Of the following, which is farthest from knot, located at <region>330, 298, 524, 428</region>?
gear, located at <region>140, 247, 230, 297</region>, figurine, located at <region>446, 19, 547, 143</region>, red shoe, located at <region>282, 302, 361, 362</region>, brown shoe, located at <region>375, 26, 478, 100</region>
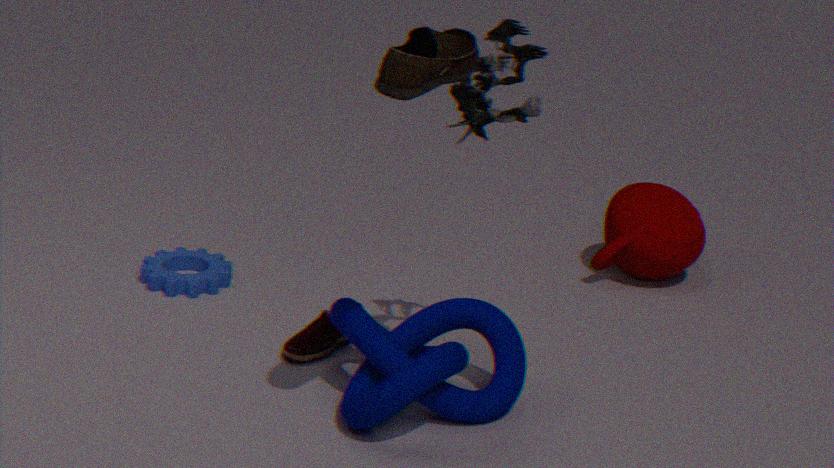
brown shoe, located at <region>375, 26, 478, 100</region>
